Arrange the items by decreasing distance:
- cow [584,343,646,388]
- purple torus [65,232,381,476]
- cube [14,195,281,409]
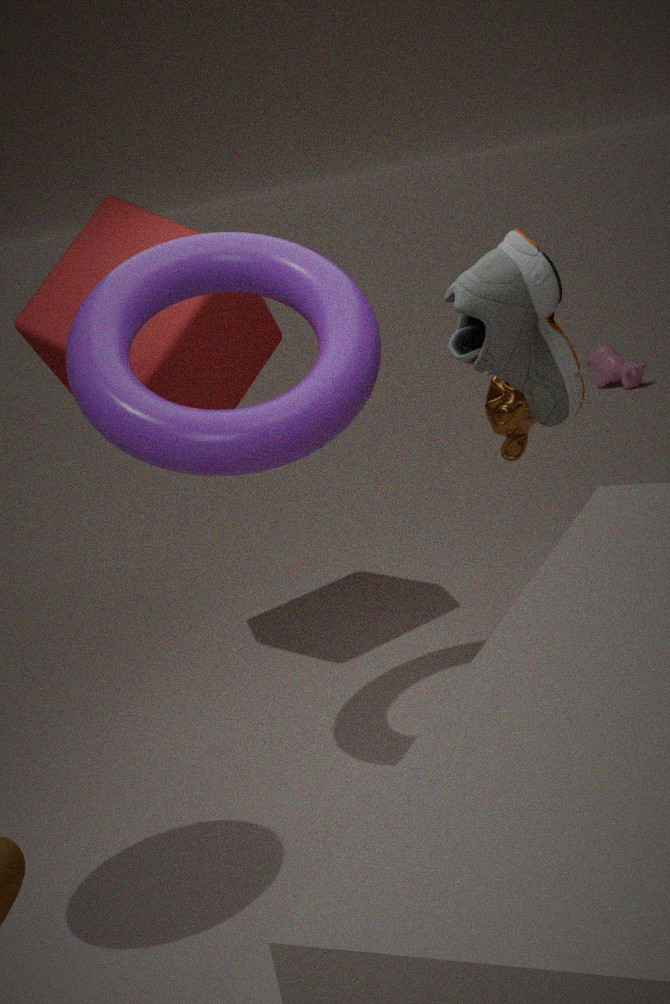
cow [584,343,646,388]
cube [14,195,281,409]
purple torus [65,232,381,476]
